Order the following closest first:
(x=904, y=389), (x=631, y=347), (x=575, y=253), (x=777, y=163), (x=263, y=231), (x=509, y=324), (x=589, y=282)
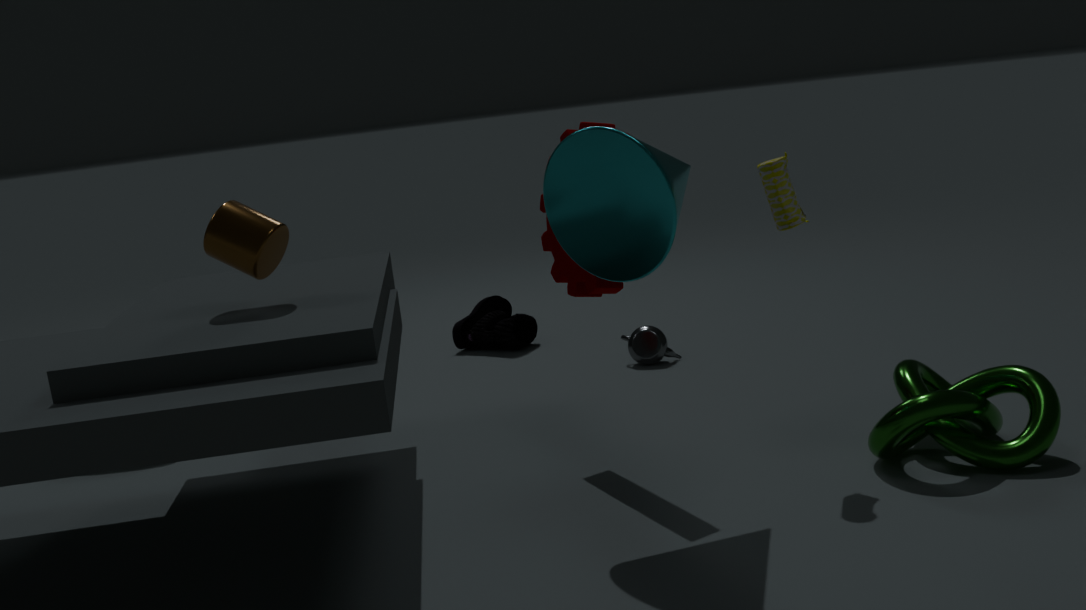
1. (x=575, y=253)
2. (x=263, y=231)
3. (x=777, y=163)
4. (x=904, y=389)
5. (x=589, y=282)
6. (x=631, y=347)
7. (x=509, y=324)
